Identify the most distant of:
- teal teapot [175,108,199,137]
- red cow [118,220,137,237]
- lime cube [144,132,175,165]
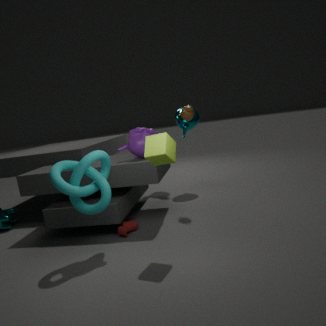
teal teapot [175,108,199,137]
